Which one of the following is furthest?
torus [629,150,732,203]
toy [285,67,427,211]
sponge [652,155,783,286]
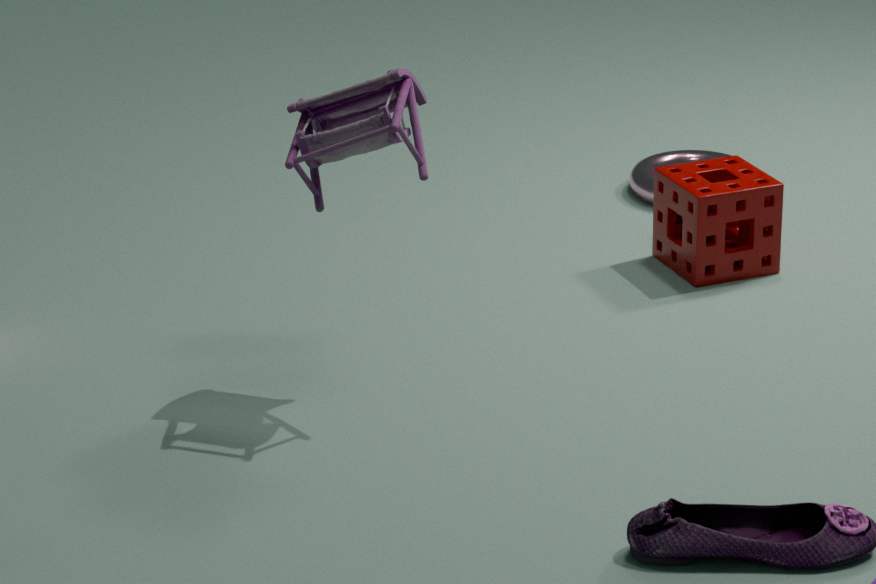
torus [629,150,732,203]
